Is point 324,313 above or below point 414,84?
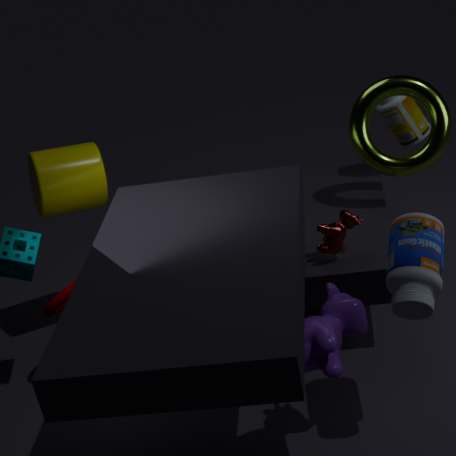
below
